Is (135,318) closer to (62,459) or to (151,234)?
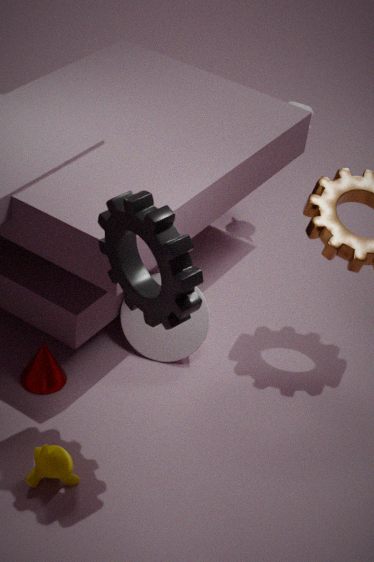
(151,234)
